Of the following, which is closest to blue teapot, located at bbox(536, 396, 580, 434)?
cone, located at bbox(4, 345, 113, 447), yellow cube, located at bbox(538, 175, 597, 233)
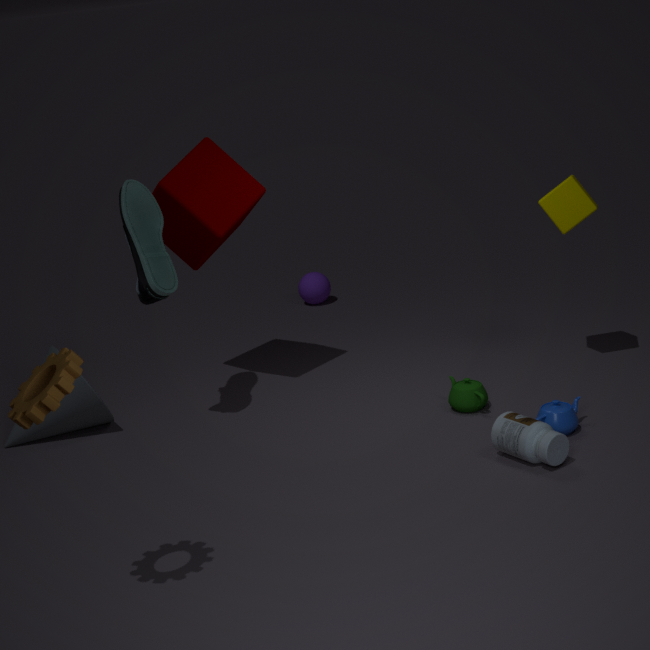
yellow cube, located at bbox(538, 175, 597, 233)
